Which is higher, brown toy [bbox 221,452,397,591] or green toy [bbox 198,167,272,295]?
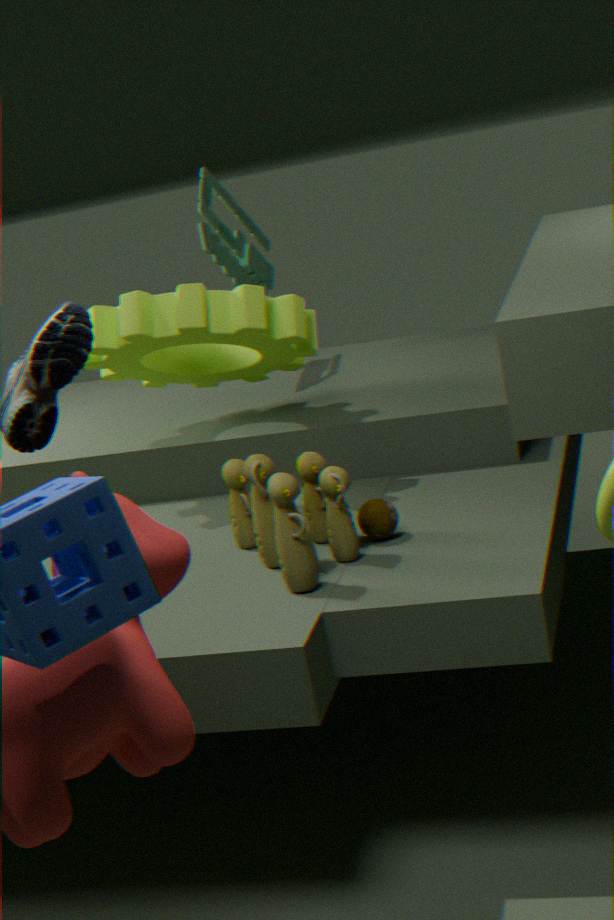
green toy [bbox 198,167,272,295]
